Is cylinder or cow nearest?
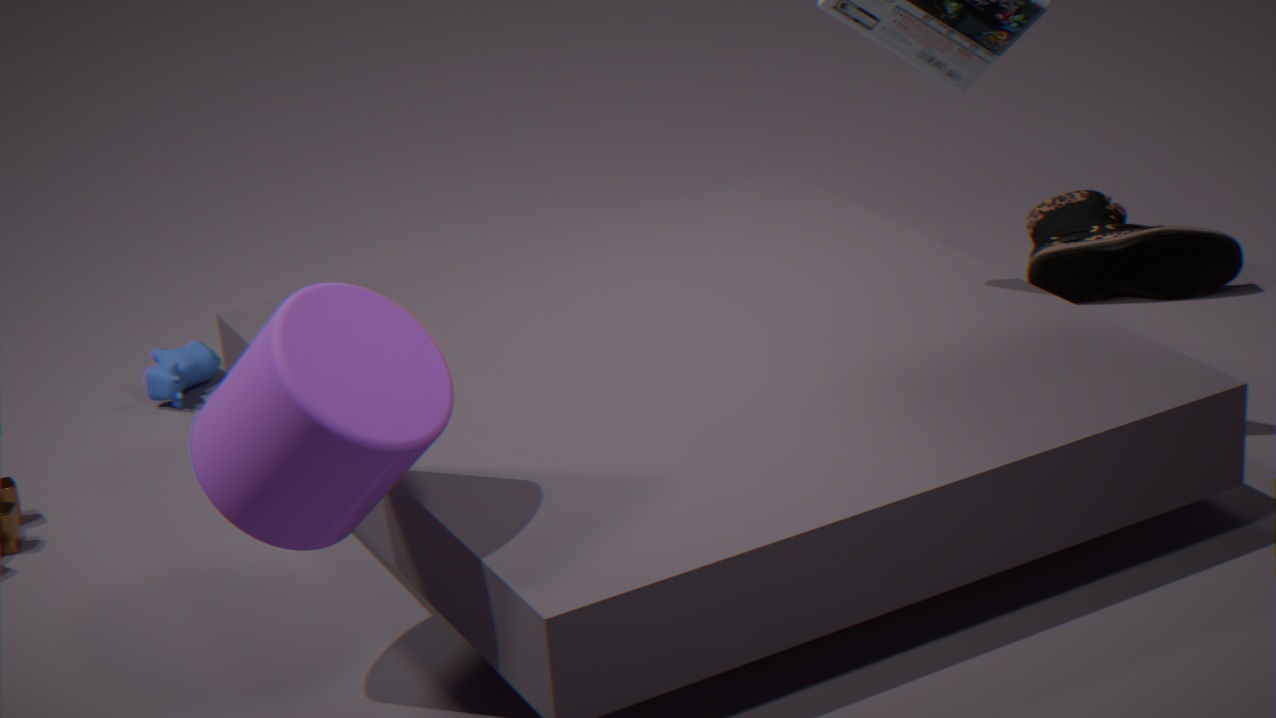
cylinder
